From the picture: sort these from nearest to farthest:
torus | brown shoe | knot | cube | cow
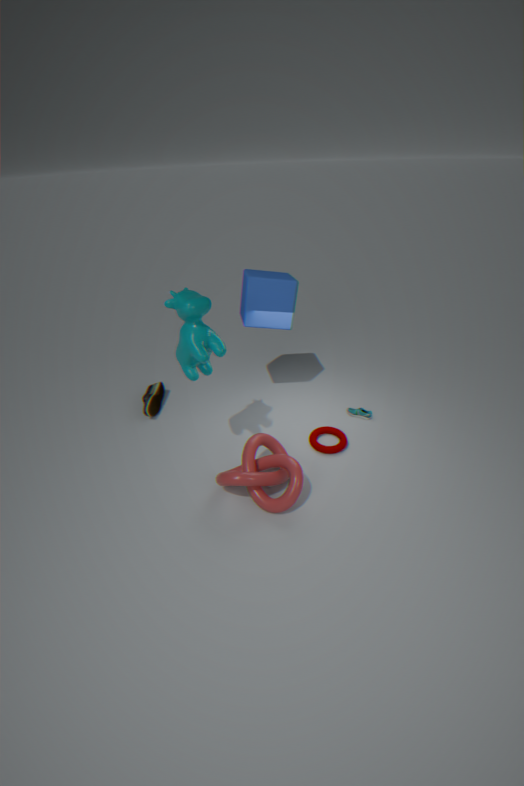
cow → knot → torus → cube → brown shoe
